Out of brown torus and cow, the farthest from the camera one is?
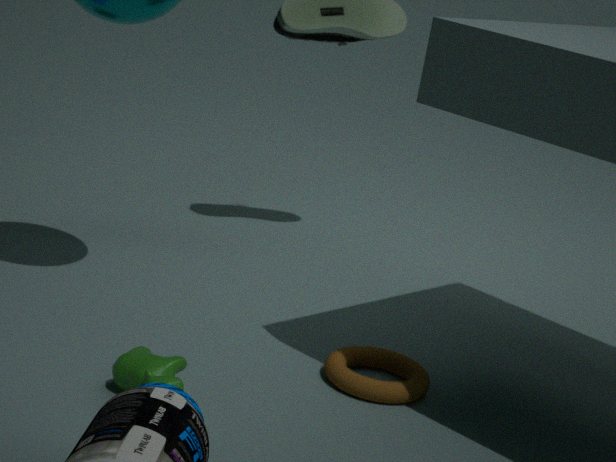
brown torus
